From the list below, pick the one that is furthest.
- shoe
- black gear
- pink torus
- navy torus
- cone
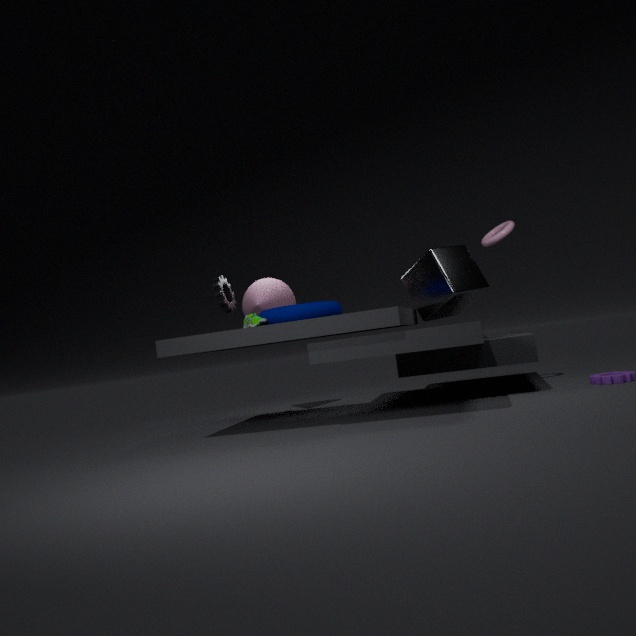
cone
